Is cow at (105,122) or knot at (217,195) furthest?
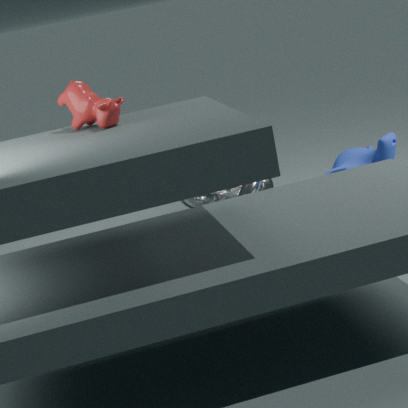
knot at (217,195)
